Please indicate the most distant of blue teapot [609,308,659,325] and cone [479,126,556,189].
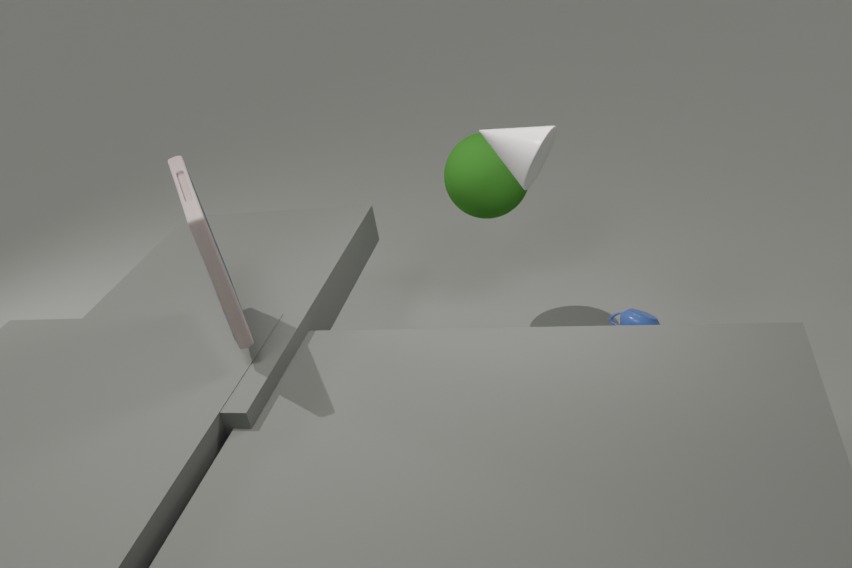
blue teapot [609,308,659,325]
